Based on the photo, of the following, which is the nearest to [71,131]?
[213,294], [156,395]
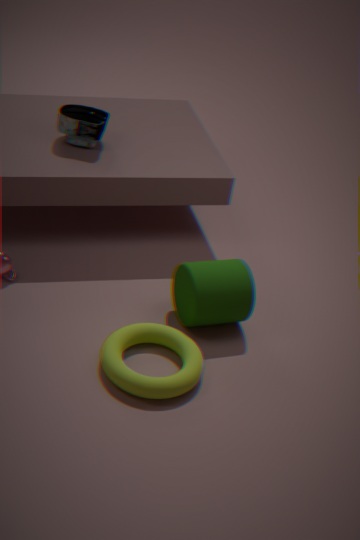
[213,294]
